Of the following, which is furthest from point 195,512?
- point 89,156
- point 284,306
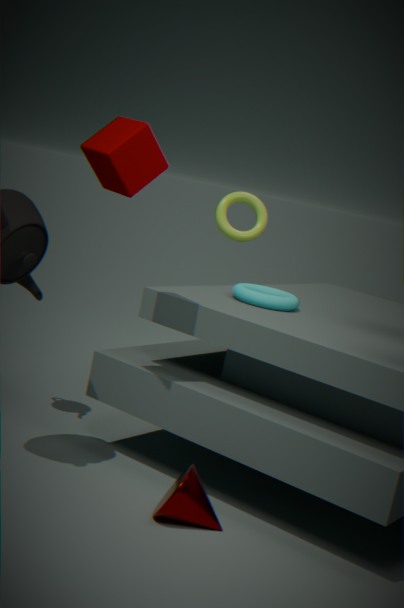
point 89,156
